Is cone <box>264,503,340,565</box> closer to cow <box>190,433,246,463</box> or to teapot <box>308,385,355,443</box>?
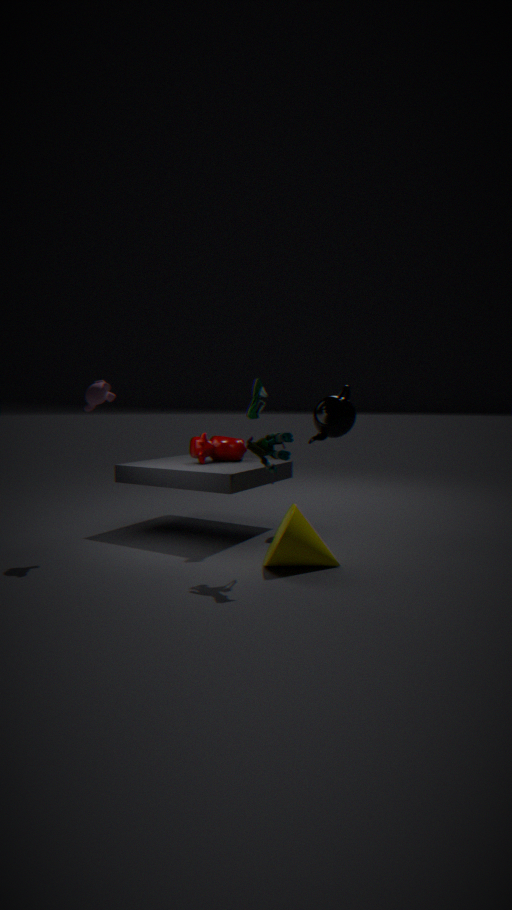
teapot <box>308,385,355,443</box>
